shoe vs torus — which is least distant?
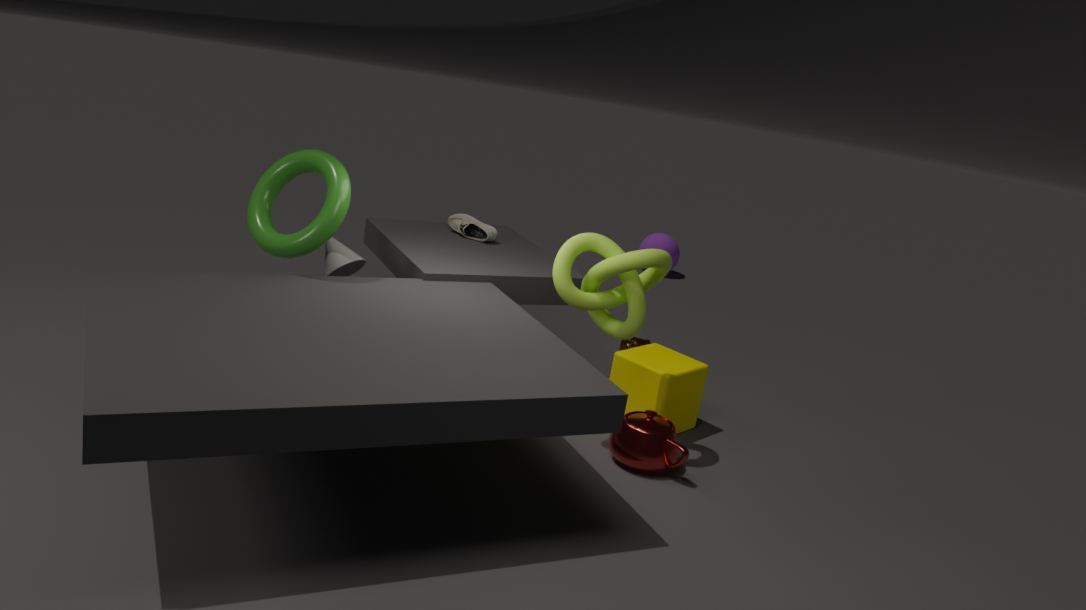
torus
